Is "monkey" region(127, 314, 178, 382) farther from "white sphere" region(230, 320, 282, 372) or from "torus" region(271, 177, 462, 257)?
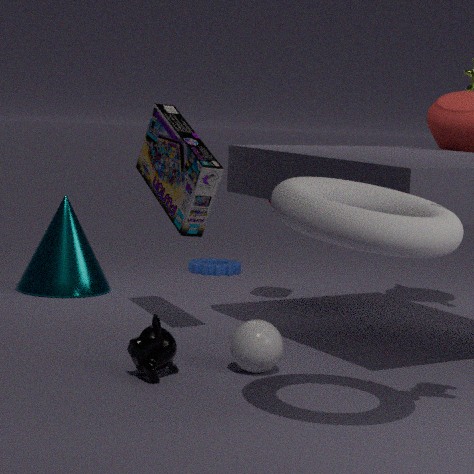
"torus" region(271, 177, 462, 257)
